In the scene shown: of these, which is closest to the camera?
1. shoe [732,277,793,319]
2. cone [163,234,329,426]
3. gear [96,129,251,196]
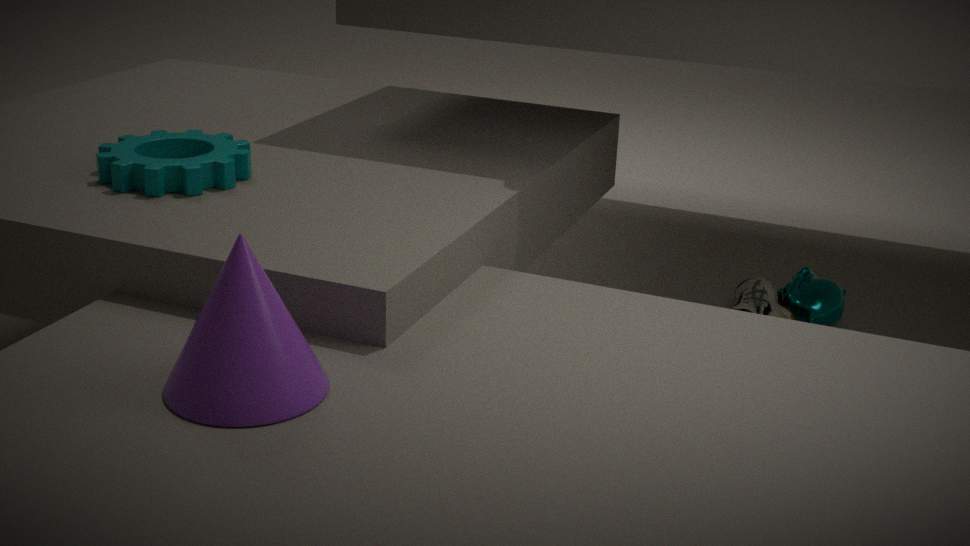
cone [163,234,329,426]
